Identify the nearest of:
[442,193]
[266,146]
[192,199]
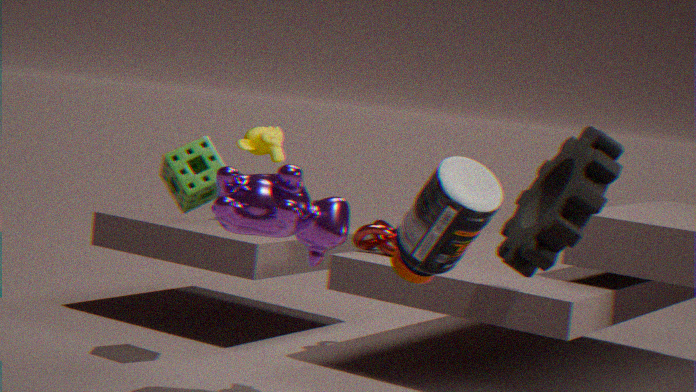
[442,193]
